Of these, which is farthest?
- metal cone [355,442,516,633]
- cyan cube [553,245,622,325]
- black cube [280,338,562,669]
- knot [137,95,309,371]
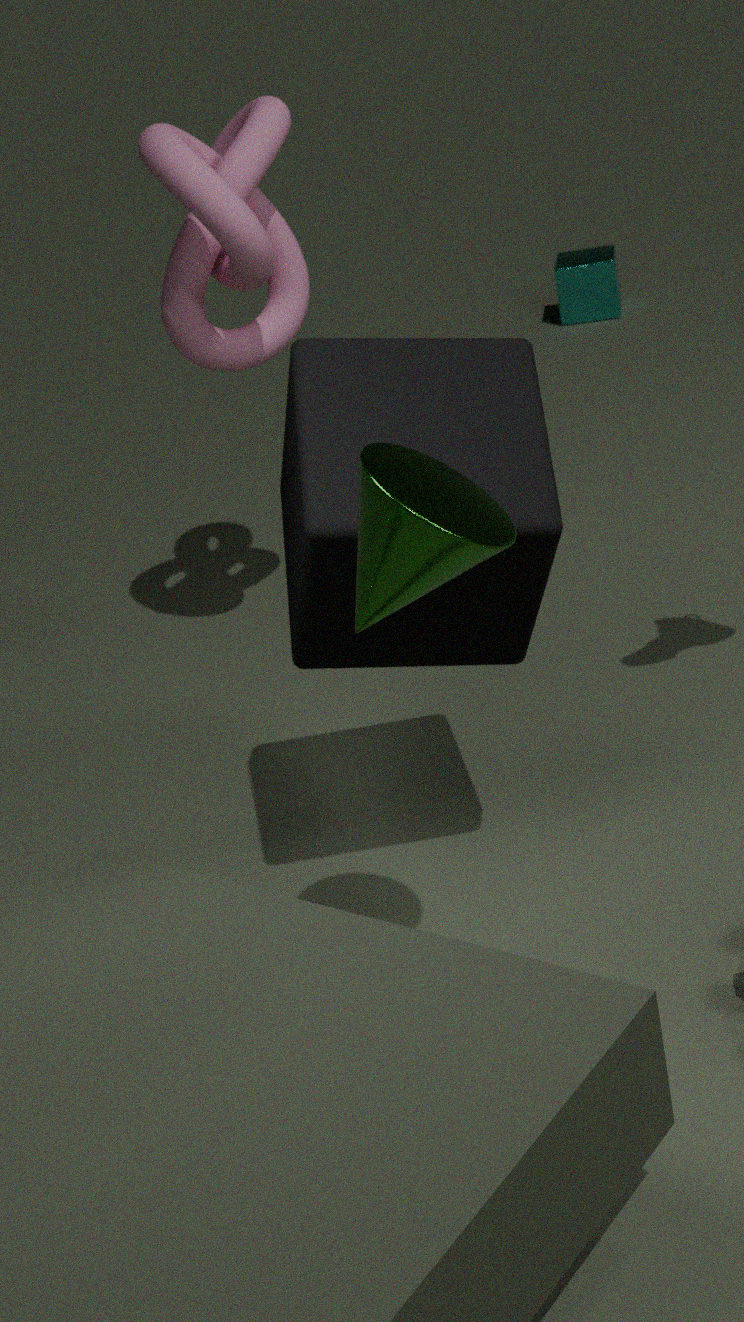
cyan cube [553,245,622,325]
